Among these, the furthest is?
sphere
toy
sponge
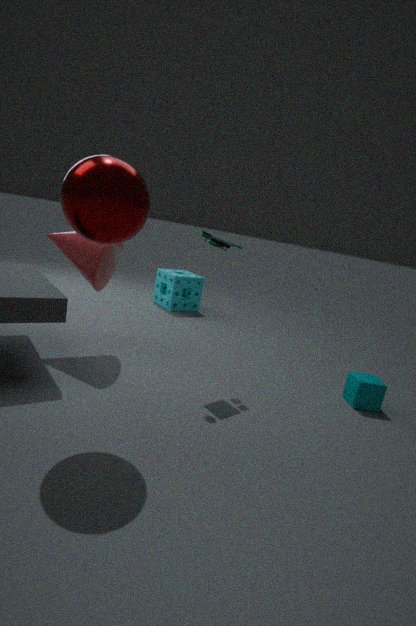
sponge
